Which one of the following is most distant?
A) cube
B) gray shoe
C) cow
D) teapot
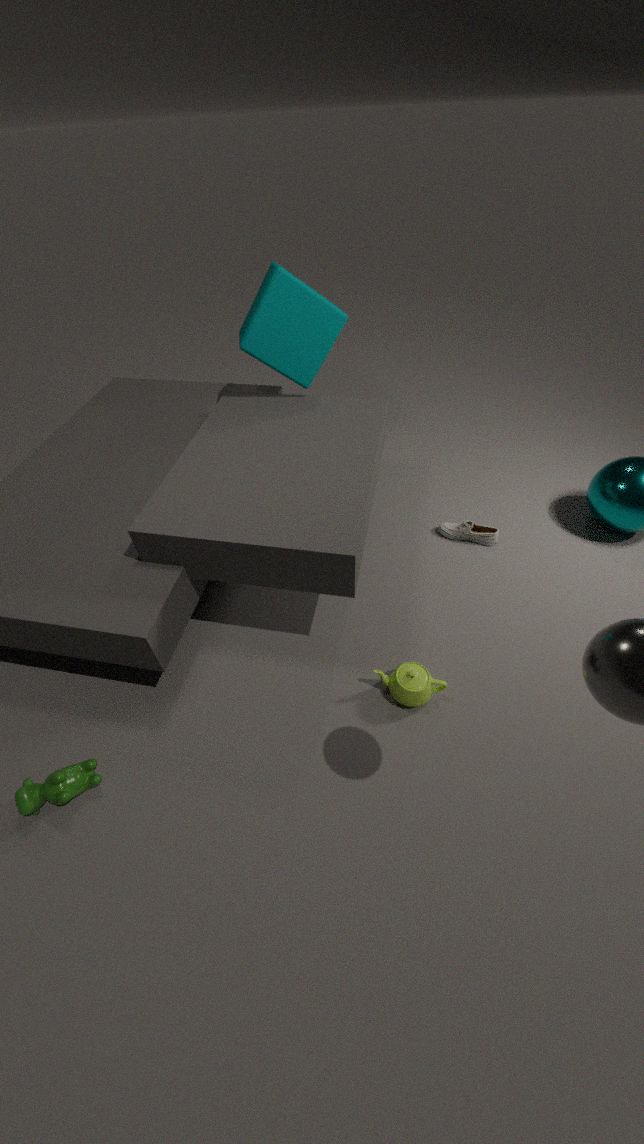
gray shoe
